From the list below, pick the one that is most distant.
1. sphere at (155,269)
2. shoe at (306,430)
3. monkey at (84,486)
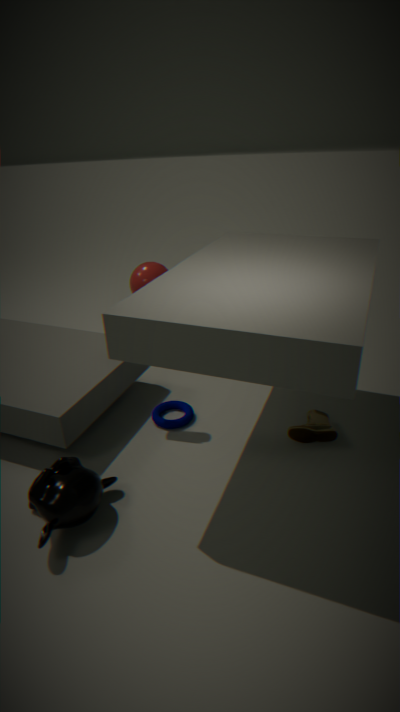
sphere at (155,269)
